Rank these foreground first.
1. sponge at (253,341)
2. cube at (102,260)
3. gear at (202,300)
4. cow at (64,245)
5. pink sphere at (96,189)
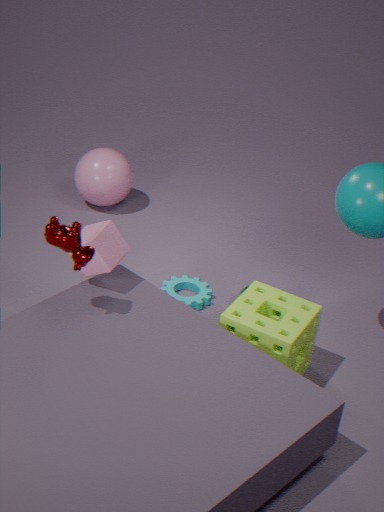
cow at (64,245) < sponge at (253,341) < cube at (102,260) < gear at (202,300) < pink sphere at (96,189)
